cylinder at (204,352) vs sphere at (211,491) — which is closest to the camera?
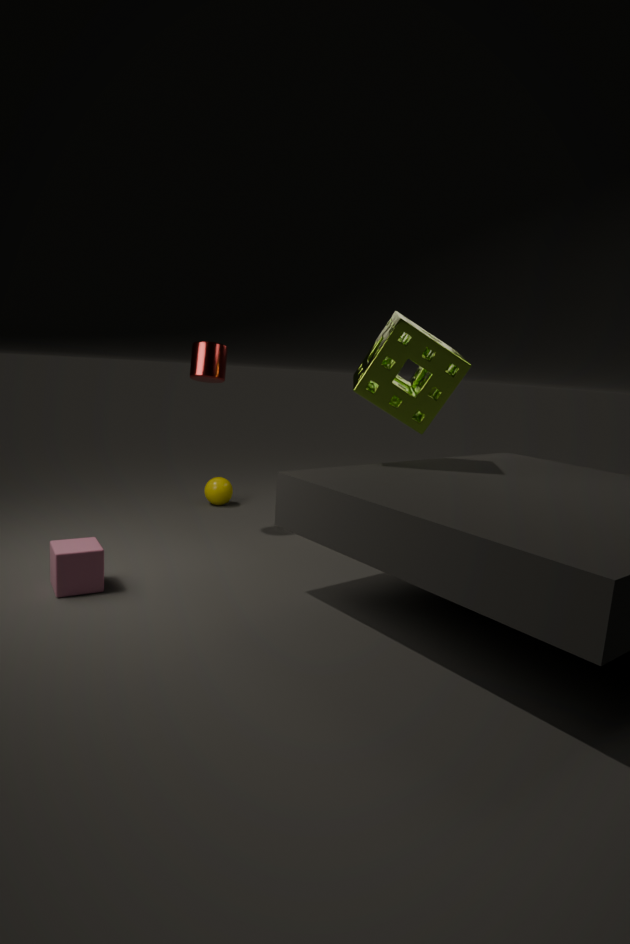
cylinder at (204,352)
